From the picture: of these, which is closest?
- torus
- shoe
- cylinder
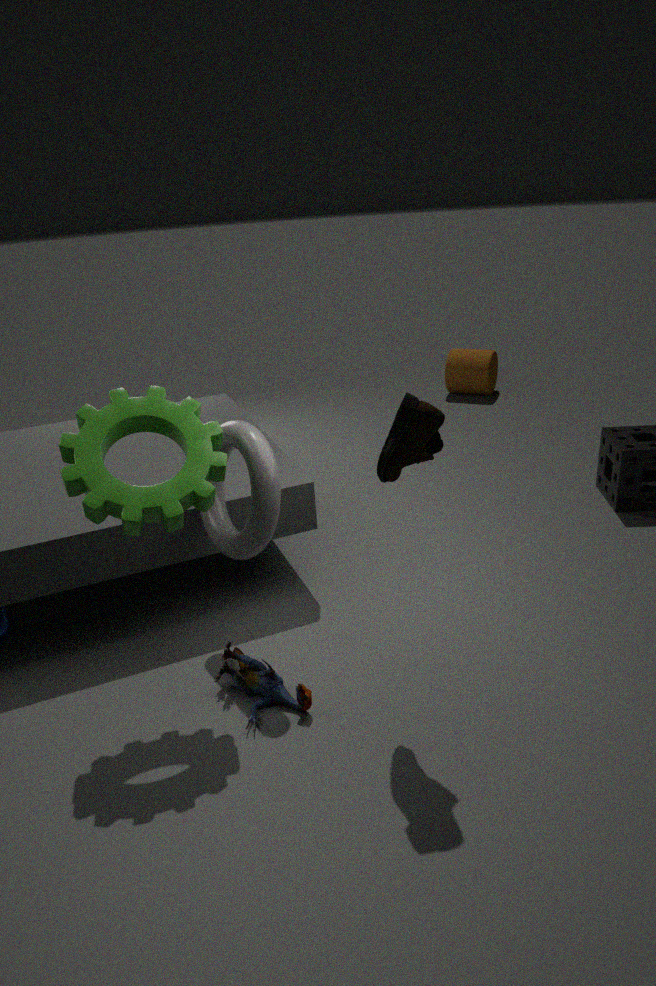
shoe
